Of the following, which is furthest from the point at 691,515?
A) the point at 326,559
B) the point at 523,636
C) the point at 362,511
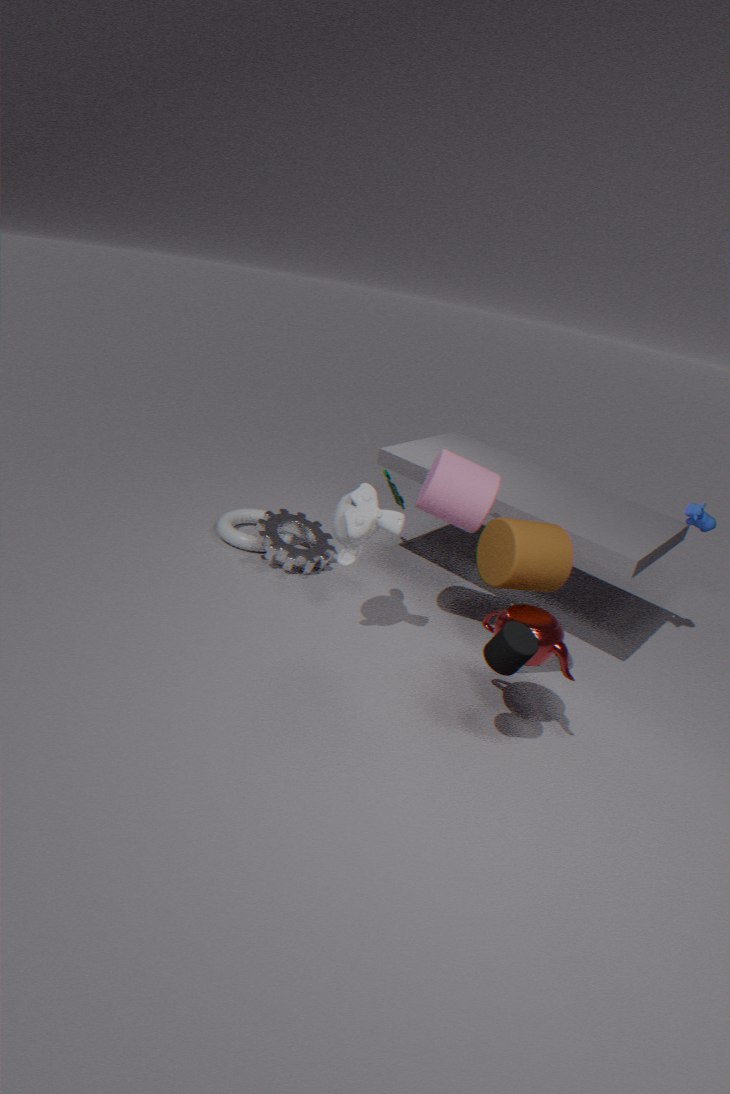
the point at 326,559
